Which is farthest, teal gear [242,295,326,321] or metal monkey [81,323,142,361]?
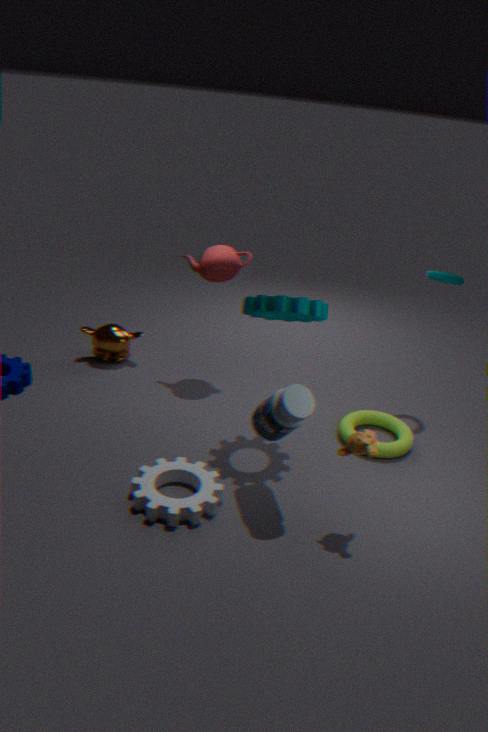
metal monkey [81,323,142,361]
